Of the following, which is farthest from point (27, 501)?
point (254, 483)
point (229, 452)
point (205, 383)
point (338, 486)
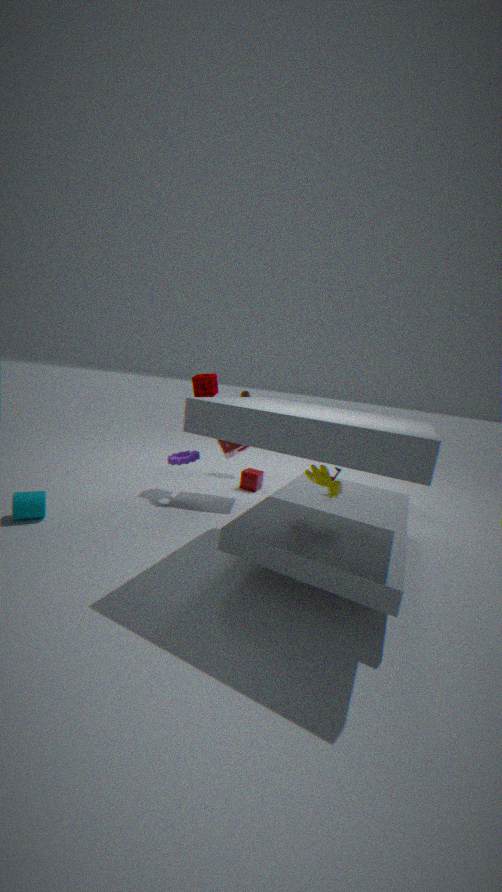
point (338, 486)
